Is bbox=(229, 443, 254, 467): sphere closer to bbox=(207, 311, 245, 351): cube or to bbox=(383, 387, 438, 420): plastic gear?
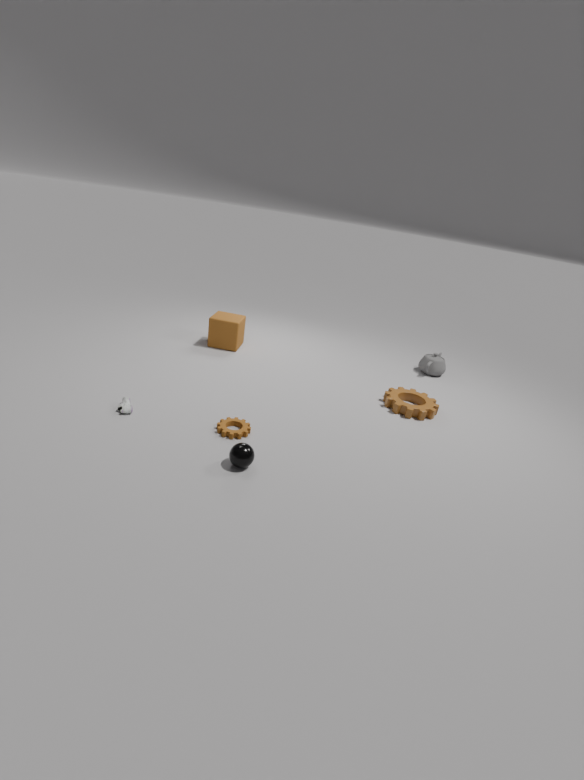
bbox=(383, 387, 438, 420): plastic gear
